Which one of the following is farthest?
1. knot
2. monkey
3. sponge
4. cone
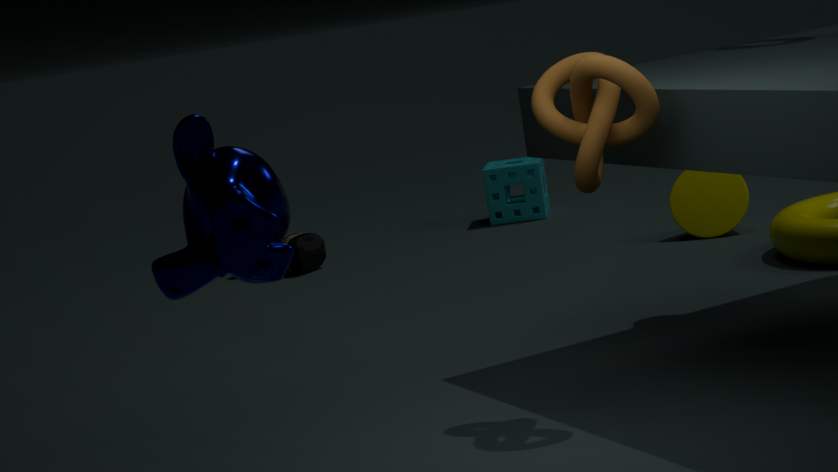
sponge
